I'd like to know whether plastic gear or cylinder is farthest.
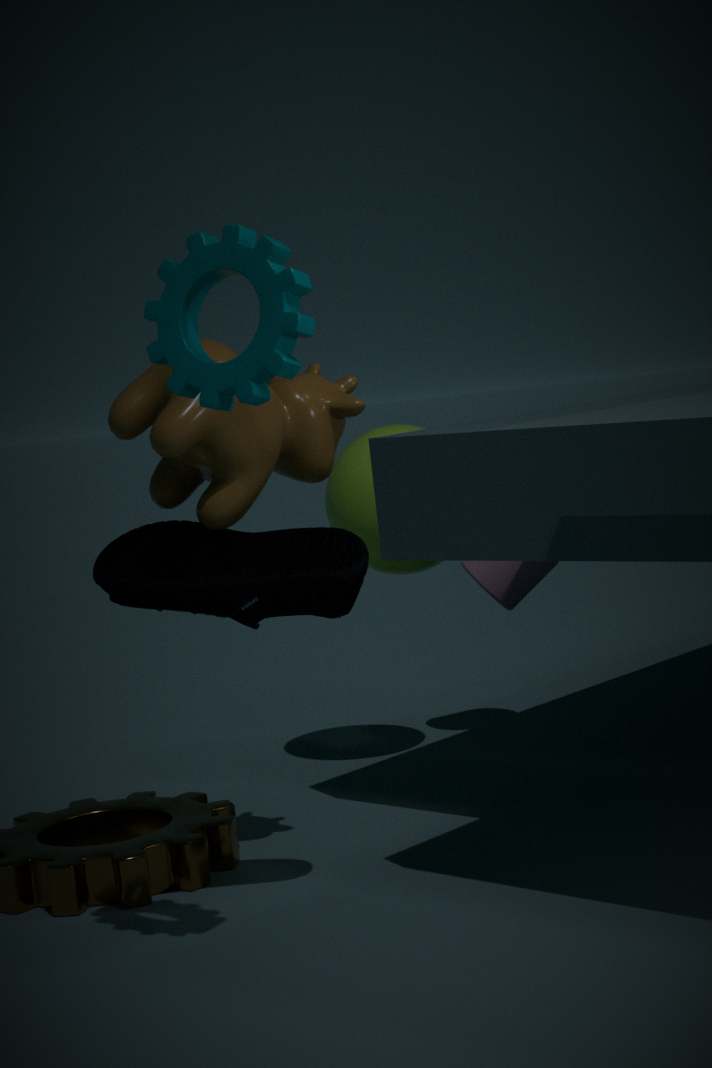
cylinder
